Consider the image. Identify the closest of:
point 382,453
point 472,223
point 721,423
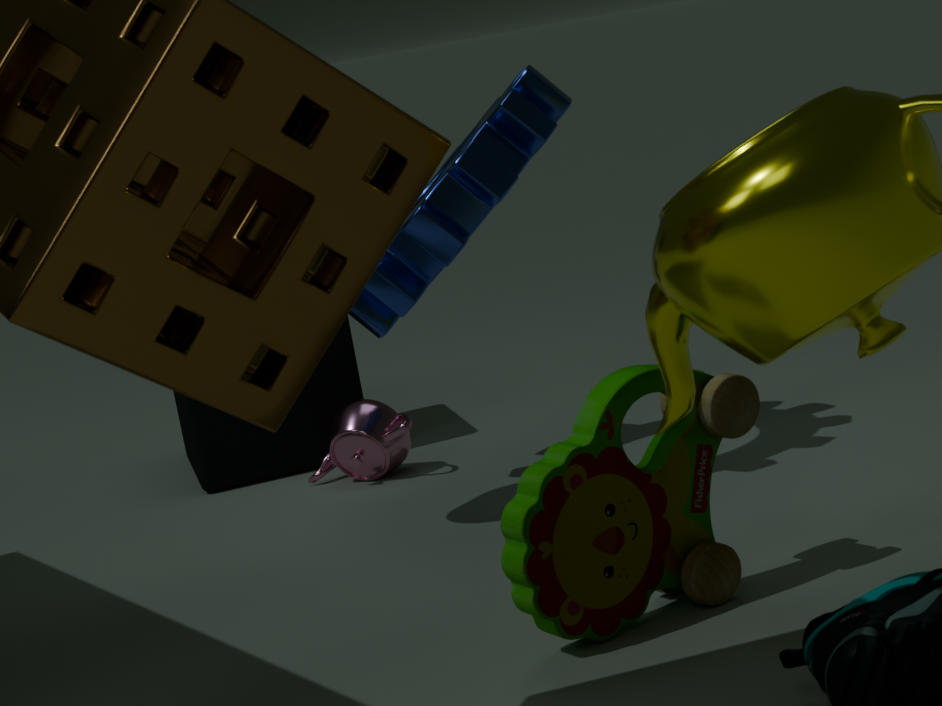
point 721,423
